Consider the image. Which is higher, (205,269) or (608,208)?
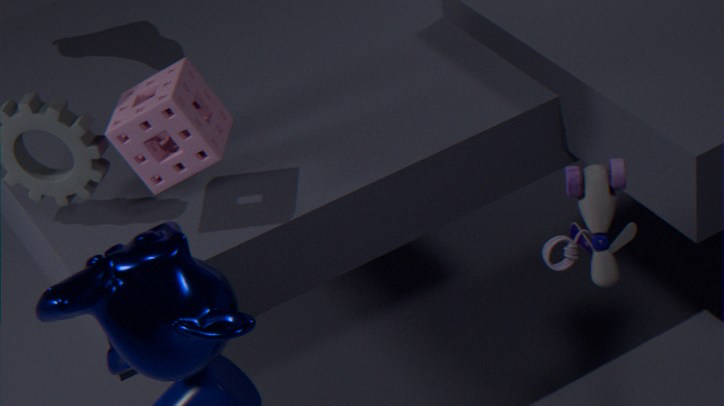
(608,208)
